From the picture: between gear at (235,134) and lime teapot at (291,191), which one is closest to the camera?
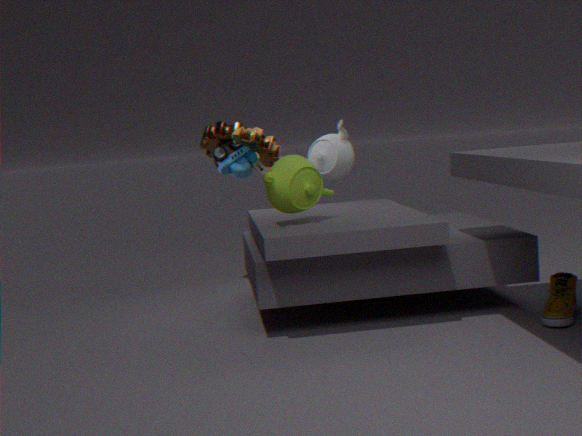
lime teapot at (291,191)
